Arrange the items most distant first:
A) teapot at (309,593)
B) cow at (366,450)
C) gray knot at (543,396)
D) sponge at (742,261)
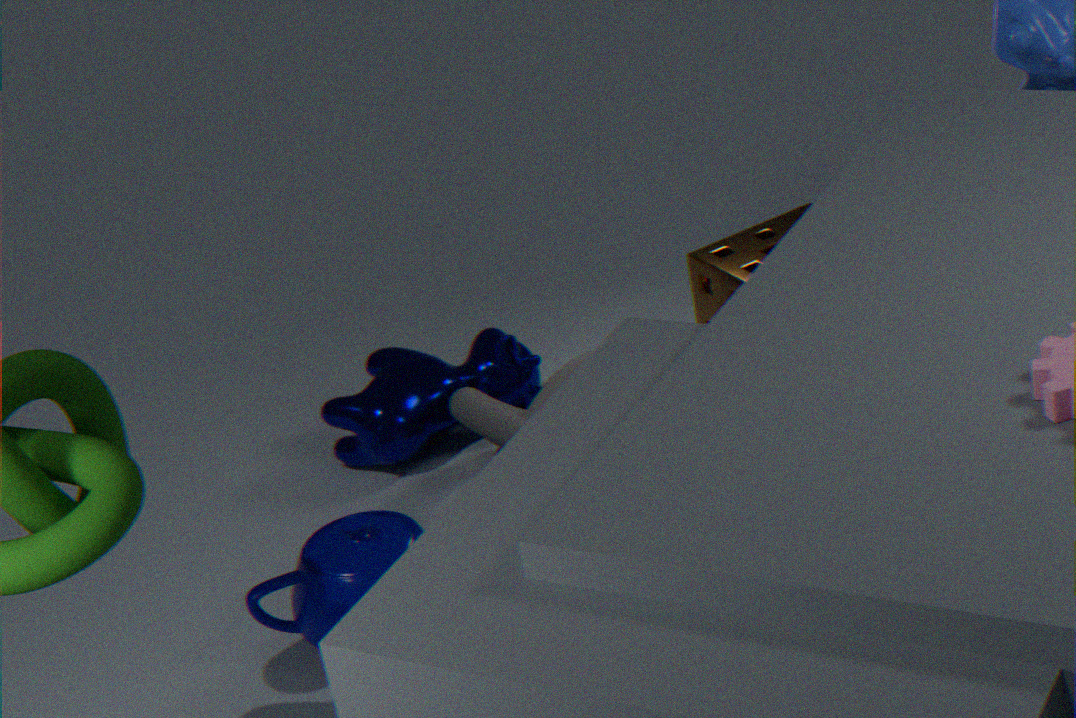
cow at (366,450) < sponge at (742,261) < gray knot at (543,396) < teapot at (309,593)
